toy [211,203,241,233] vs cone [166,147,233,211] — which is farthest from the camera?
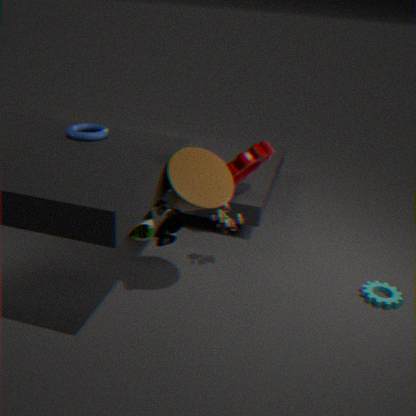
toy [211,203,241,233]
